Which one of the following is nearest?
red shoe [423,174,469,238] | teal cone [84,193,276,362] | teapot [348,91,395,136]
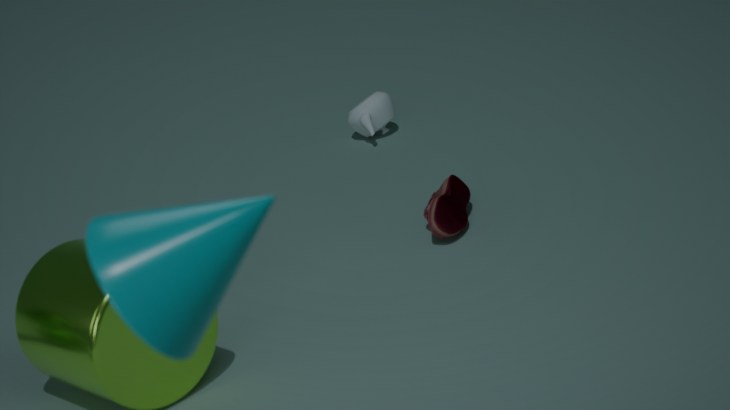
teal cone [84,193,276,362]
